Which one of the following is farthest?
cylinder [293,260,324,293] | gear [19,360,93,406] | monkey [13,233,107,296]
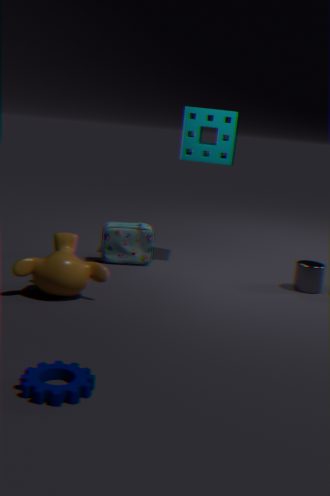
cylinder [293,260,324,293]
